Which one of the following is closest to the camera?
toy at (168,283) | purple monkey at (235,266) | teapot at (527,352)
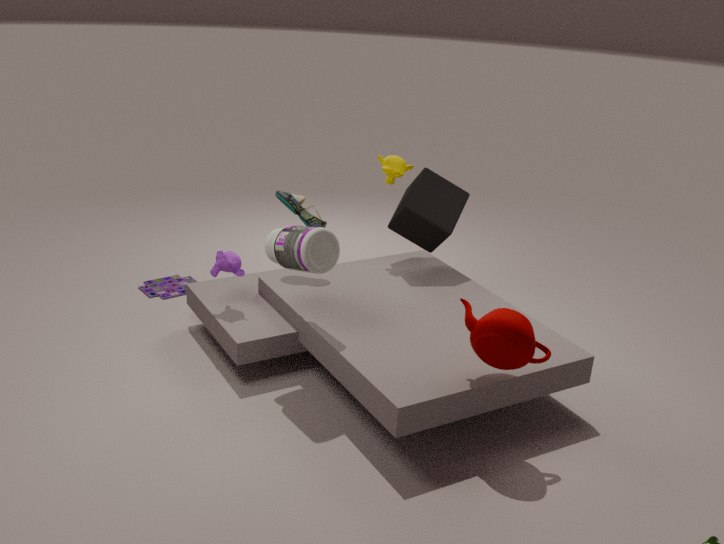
teapot at (527,352)
